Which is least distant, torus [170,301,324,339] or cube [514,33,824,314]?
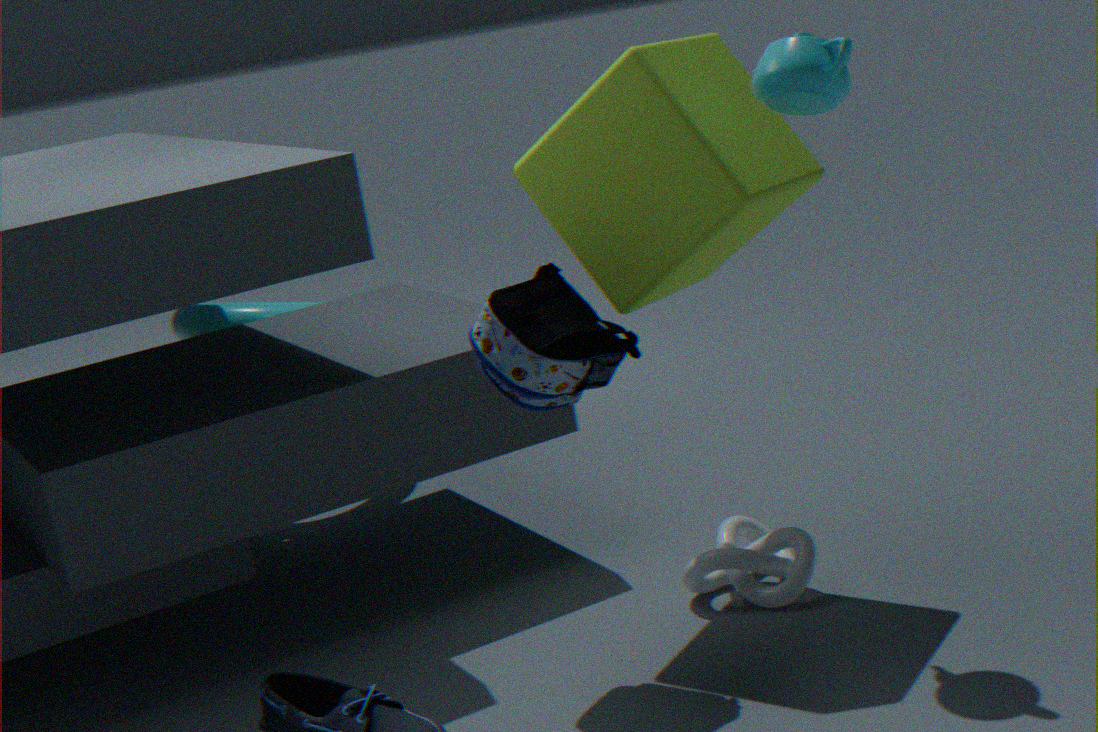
cube [514,33,824,314]
